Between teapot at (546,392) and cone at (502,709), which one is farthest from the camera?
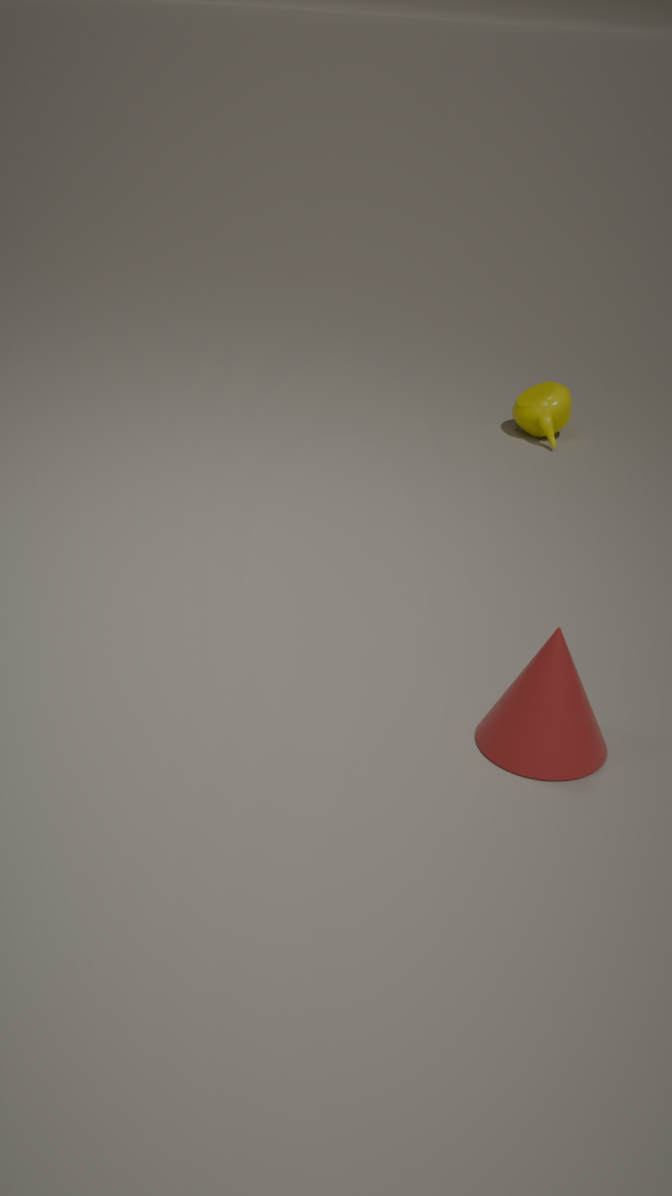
teapot at (546,392)
